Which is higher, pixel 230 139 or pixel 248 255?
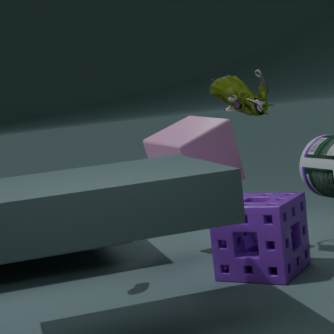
pixel 230 139
